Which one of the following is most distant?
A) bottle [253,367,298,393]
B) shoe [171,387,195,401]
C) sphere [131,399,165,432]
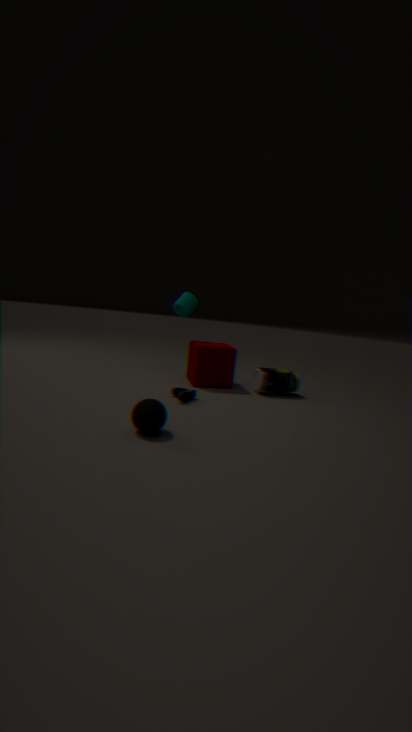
A. bottle [253,367,298,393]
